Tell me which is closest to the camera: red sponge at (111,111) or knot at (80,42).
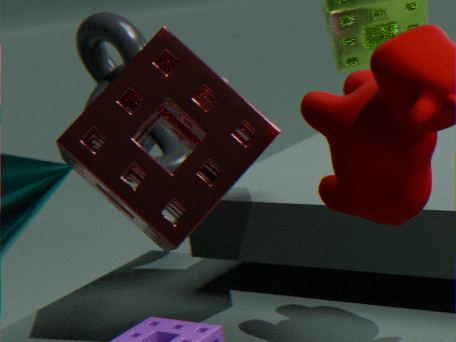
red sponge at (111,111)
